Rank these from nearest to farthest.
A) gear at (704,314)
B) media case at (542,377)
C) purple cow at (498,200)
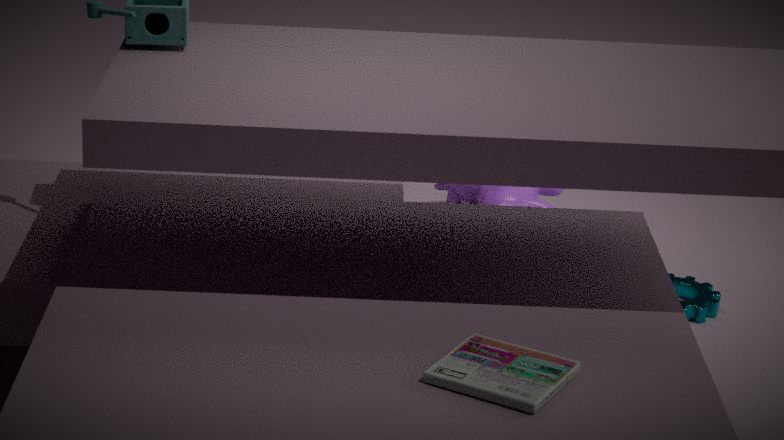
1. media case at (542,377)
2. gear at (704,314)
3. purple cow at (498,200)
